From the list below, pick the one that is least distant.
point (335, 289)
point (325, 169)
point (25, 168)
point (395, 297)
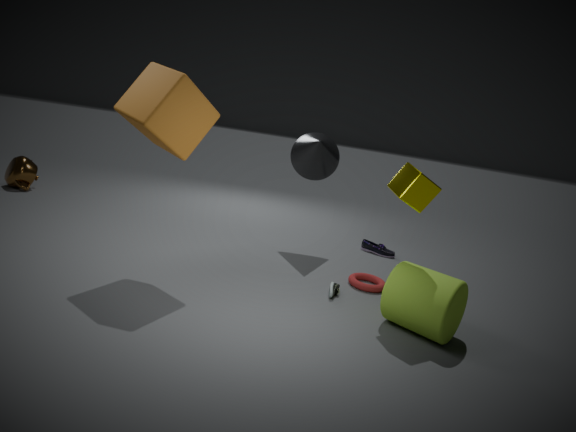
point (395, 297)
